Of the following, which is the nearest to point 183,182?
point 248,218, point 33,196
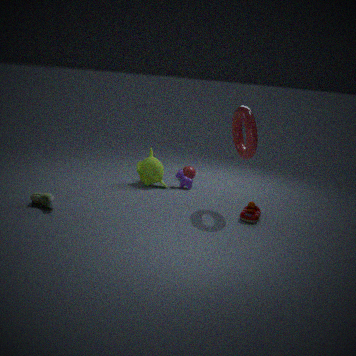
point 248,218
